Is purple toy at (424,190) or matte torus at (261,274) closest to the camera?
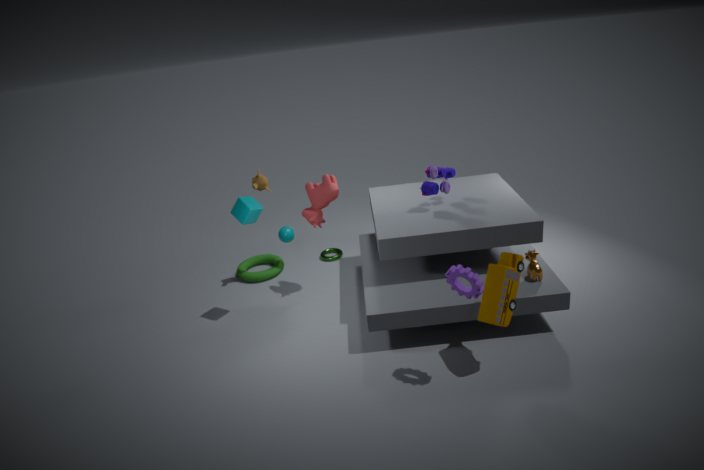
purple toy at (424,190)
